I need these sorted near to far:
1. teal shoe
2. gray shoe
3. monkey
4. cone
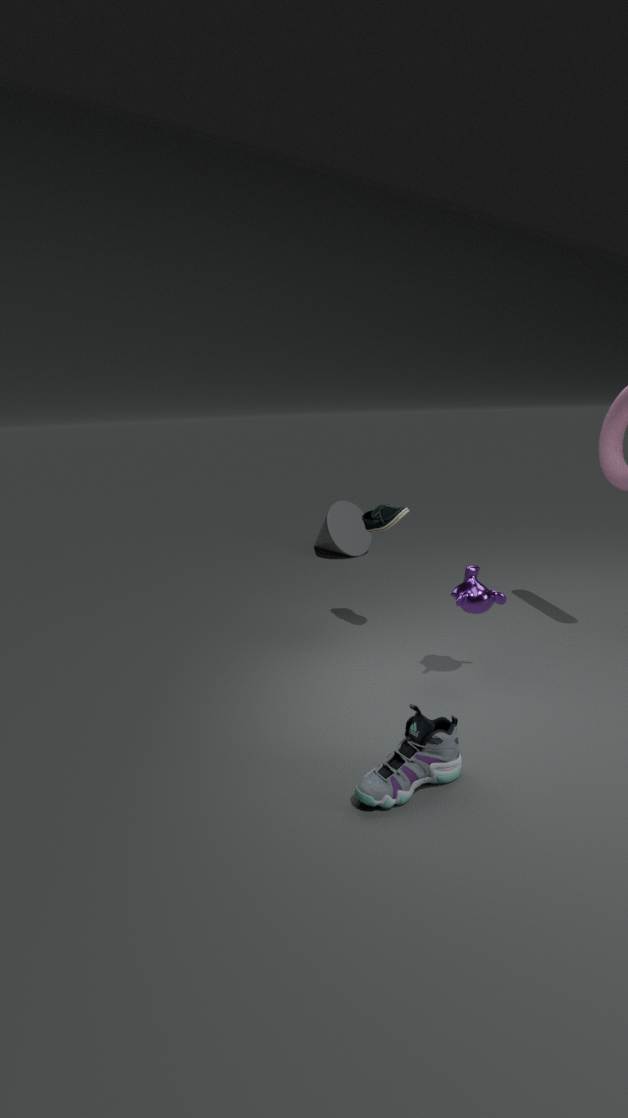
1. gray shoe
2. monkey
3. teal shoe
4. cone
